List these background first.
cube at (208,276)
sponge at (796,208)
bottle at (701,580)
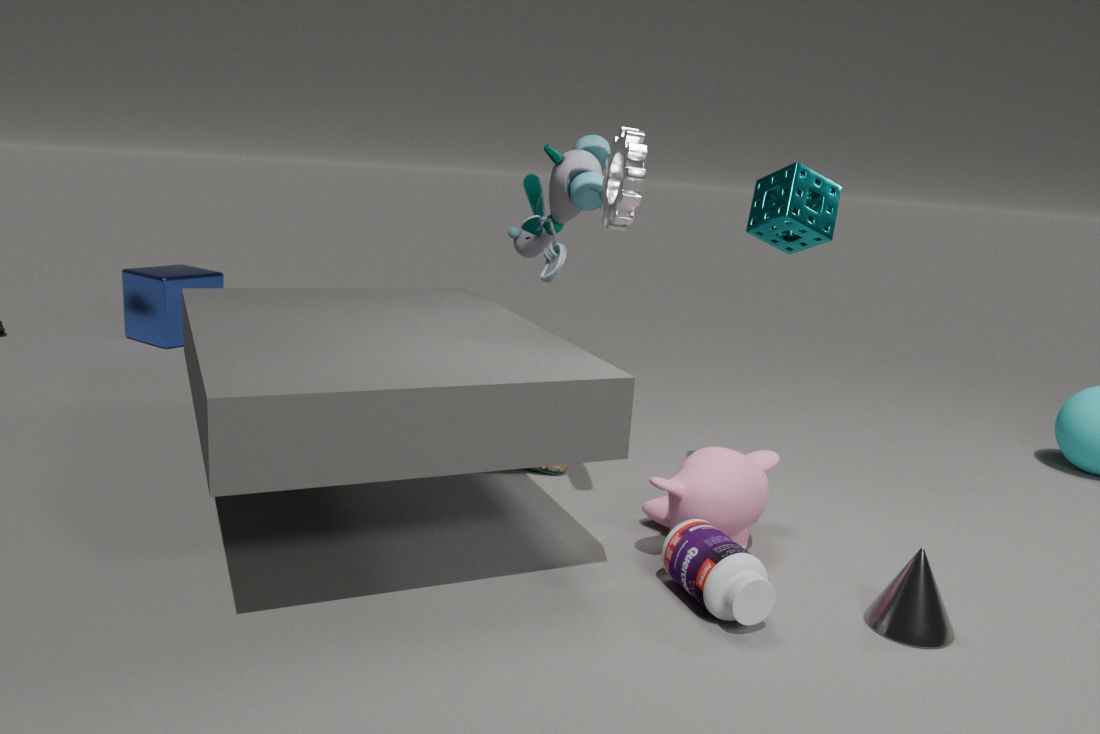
cube at (208,276) → sponge at (796,208) → bottle at (701,580)
